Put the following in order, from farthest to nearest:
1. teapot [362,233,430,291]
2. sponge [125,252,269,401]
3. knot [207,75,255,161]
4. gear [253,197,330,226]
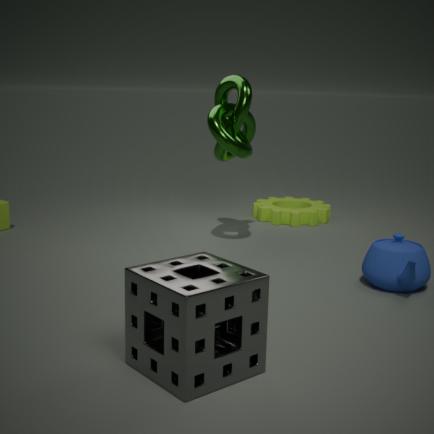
1. gear [253,197,330,226]
2. knot [207,75,255,161]
3. teapot [362,233,430,291]
4. sponge [125,252,269,401]
